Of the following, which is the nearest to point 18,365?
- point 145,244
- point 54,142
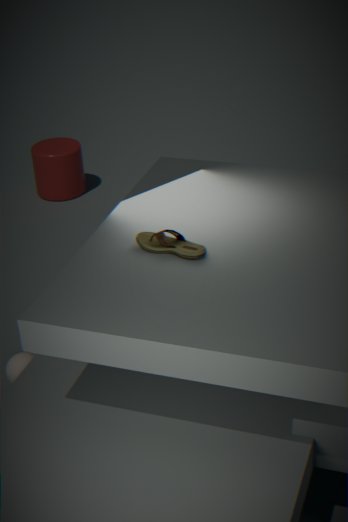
point 145,244
